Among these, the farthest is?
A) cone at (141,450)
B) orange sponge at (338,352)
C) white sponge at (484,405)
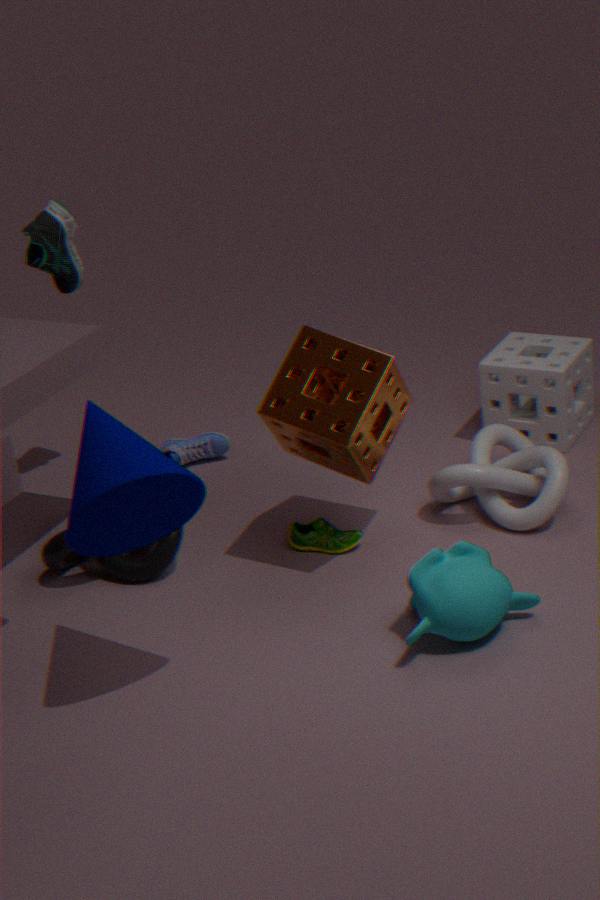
white sponge at (484,405)
